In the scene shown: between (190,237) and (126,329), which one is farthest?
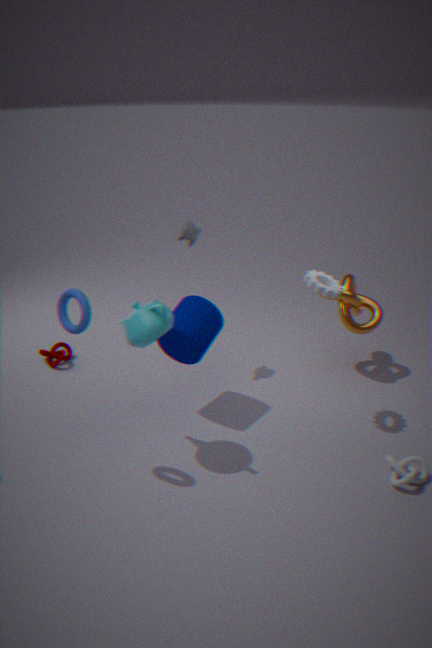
(190,237)
